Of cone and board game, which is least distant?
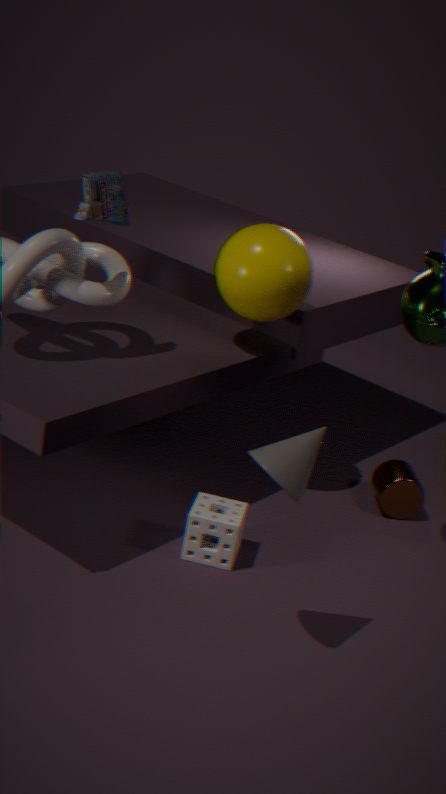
cone
